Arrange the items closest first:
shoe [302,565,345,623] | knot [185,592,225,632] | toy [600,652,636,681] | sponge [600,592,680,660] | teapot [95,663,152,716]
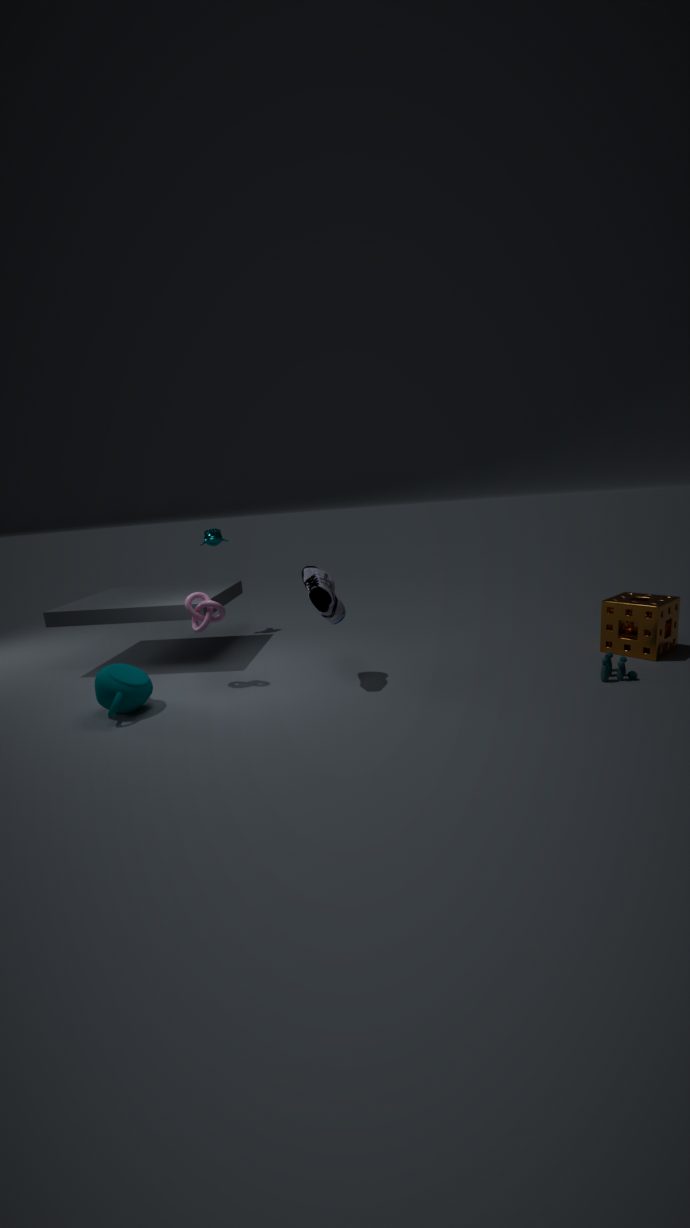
teapot [95,663,152,716]
toy [600,652,636,681]
shoe [302,565,345,623]
sponge [600,592,680,660]
knot [185,592,225,632]
